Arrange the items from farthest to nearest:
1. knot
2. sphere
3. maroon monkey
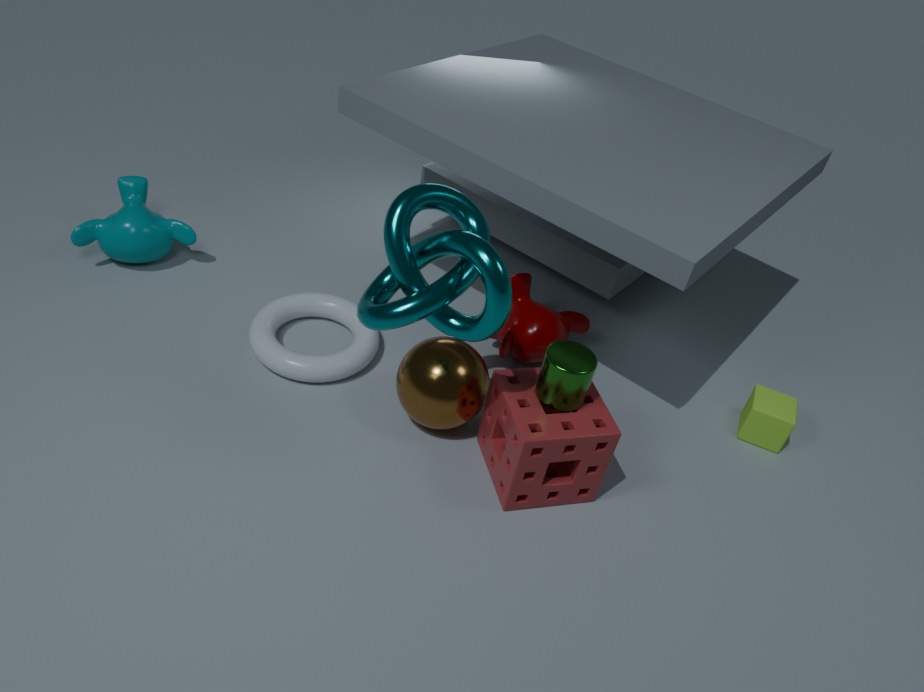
maroon monkey, sphere, knot
